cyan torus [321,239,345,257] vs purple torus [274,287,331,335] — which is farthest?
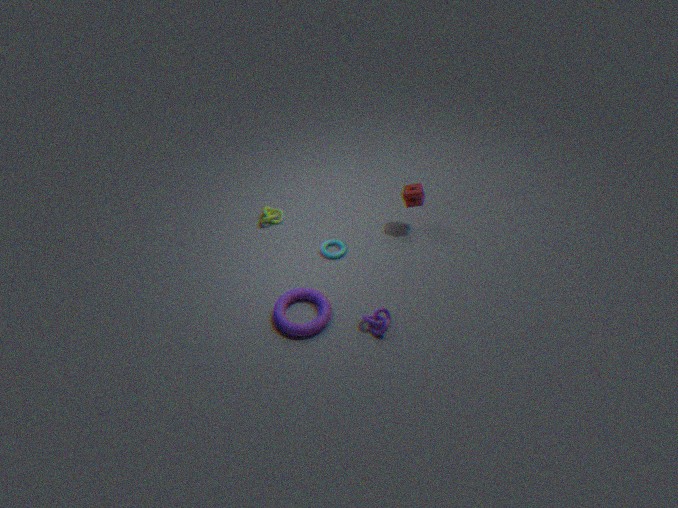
cyan torus [321,239,345,257]
